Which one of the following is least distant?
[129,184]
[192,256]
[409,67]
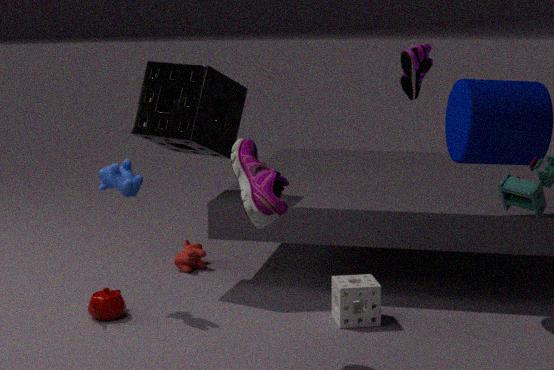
[409,67]
